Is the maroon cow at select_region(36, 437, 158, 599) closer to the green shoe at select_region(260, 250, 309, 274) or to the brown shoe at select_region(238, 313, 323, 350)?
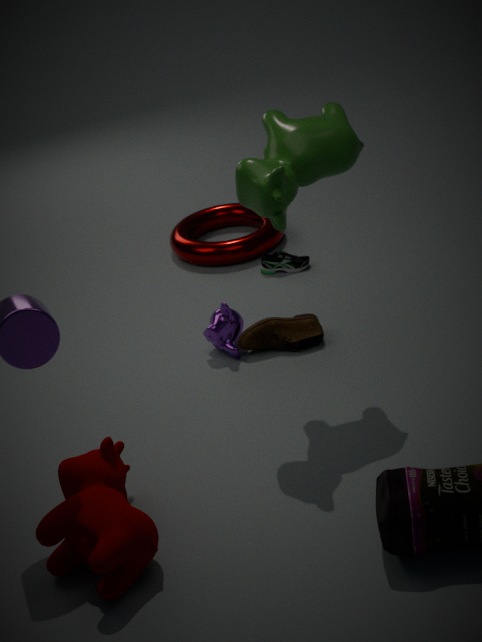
the brown shoe at select_region(238, 313, 323, 350)
